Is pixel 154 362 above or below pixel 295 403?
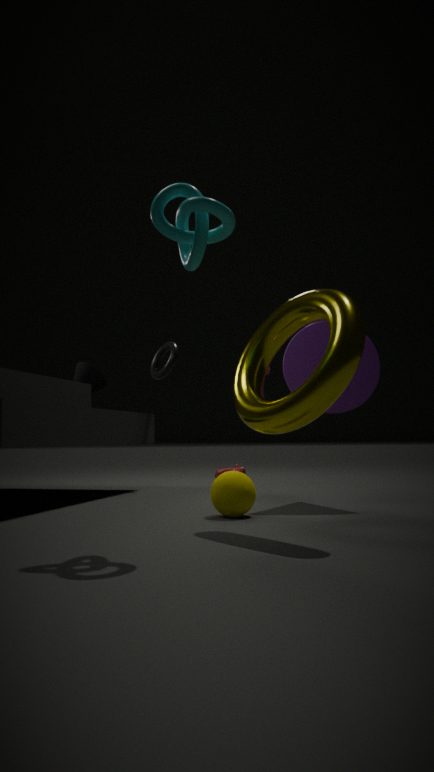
above
